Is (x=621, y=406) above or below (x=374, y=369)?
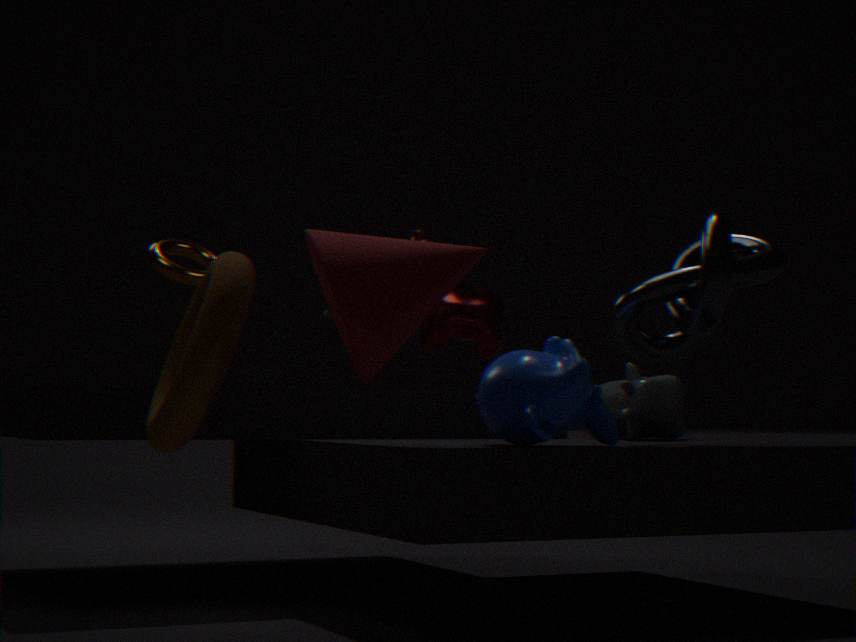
below
